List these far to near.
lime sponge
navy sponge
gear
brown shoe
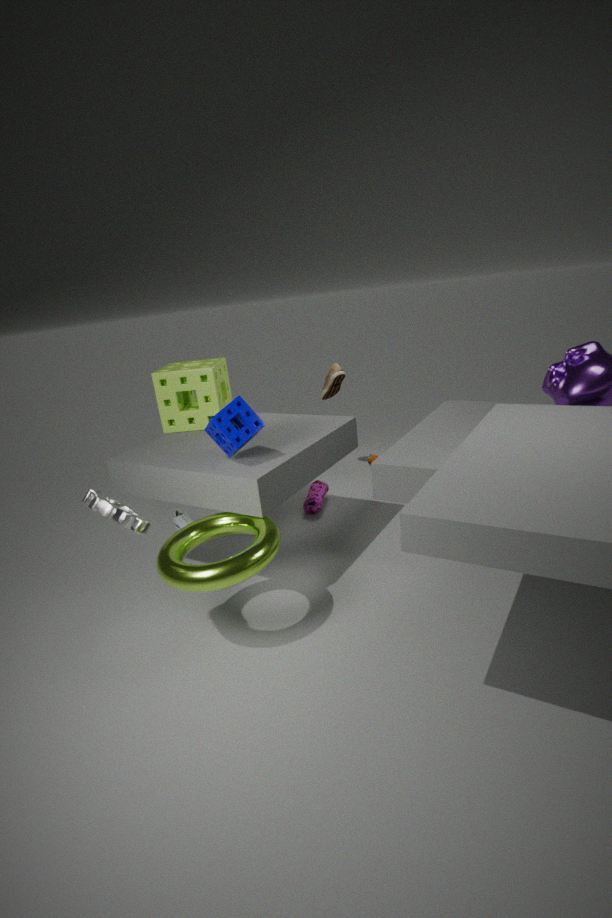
brown shoe < lime sponge < navy sponge < gear
